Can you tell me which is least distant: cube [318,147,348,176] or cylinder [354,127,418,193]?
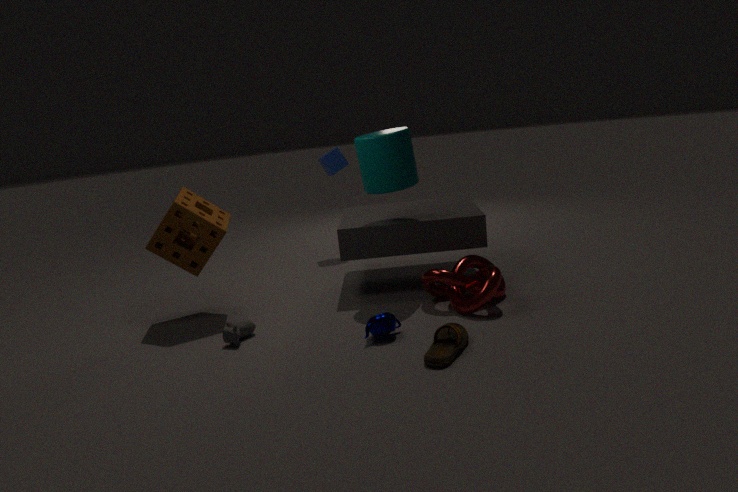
cylinder [354,127,418,193]
